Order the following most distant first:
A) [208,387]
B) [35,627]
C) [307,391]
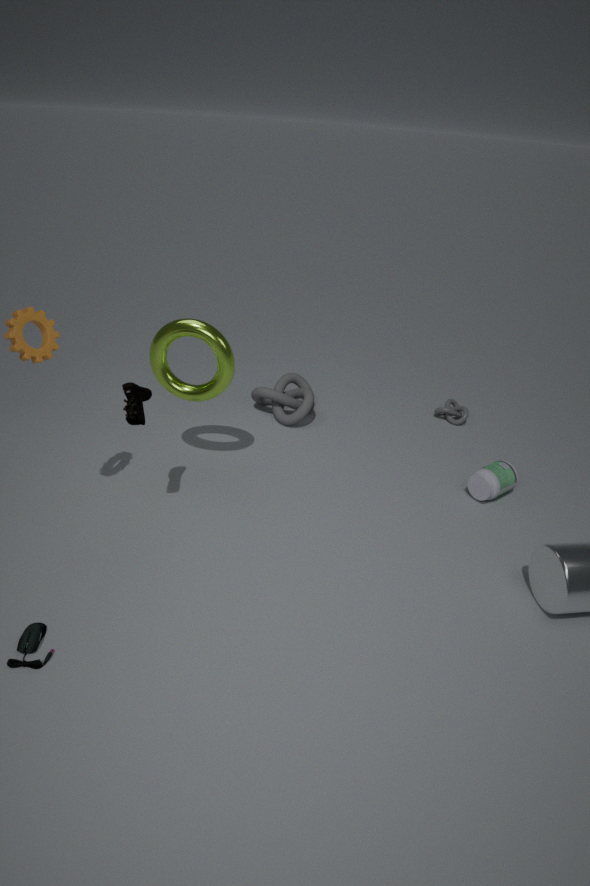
[307,391] → [208,387] → [35,627]
